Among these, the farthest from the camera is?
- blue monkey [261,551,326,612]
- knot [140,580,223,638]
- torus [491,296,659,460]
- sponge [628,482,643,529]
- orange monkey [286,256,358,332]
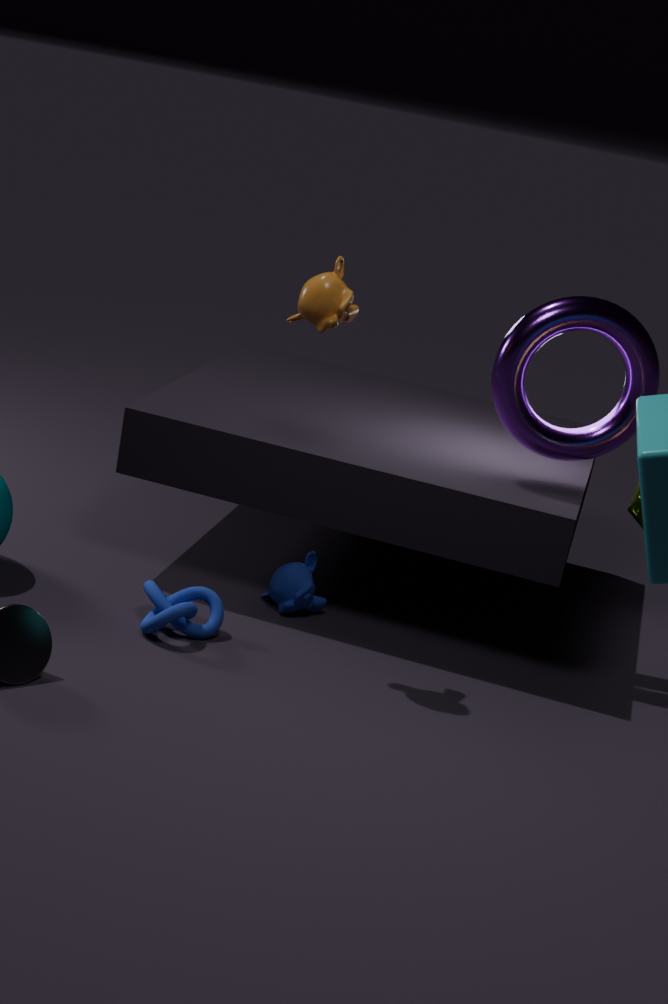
blue monkey [261,551,326,612]
